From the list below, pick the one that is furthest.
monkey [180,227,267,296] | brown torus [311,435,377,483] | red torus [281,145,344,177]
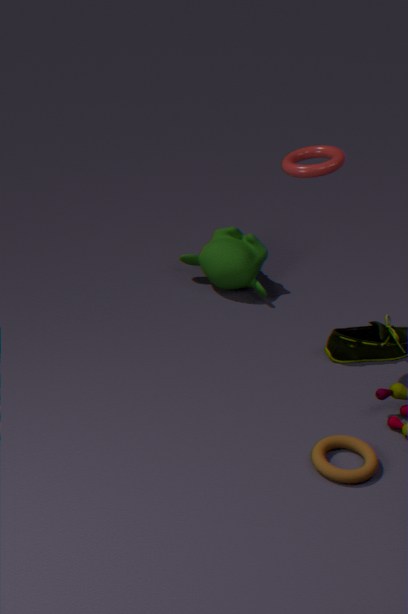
monkey [180,227,267,296]
